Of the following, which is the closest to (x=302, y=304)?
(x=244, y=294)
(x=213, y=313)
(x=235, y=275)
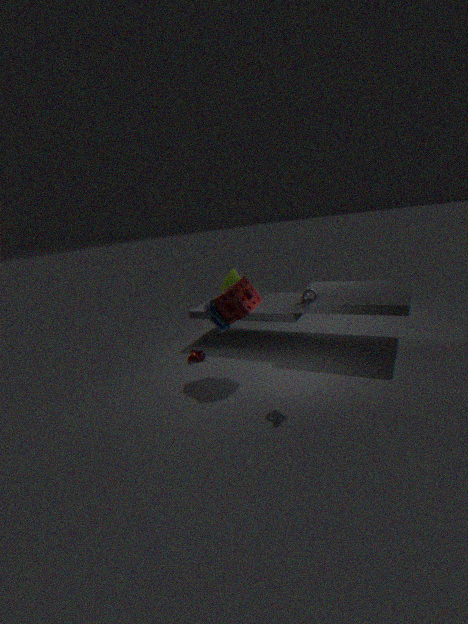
(x=244, y=294)
